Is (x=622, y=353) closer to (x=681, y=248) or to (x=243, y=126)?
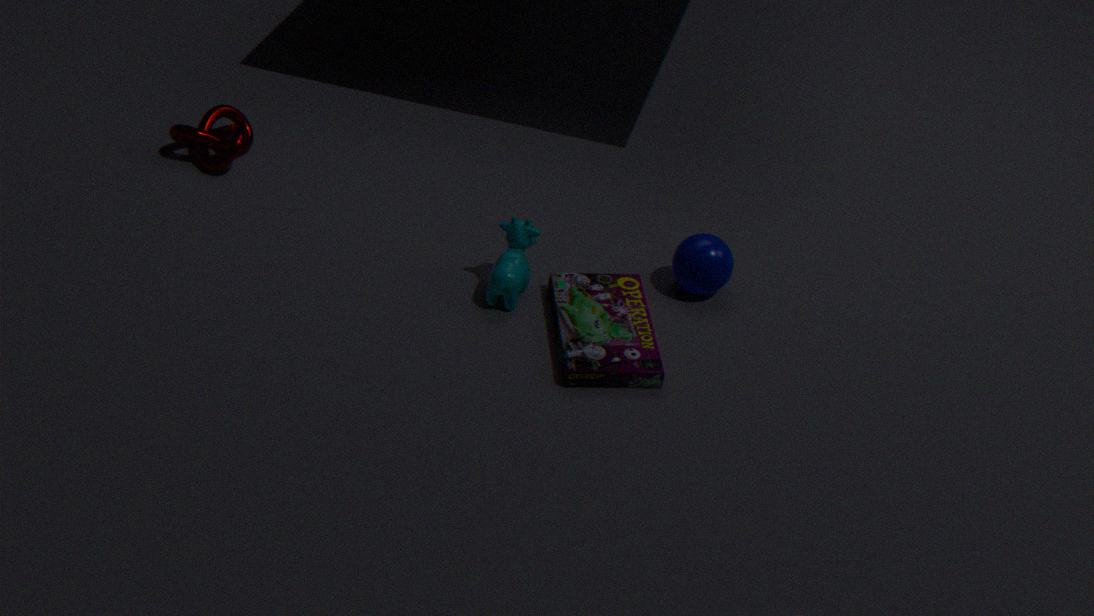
(x=681, y=248)
